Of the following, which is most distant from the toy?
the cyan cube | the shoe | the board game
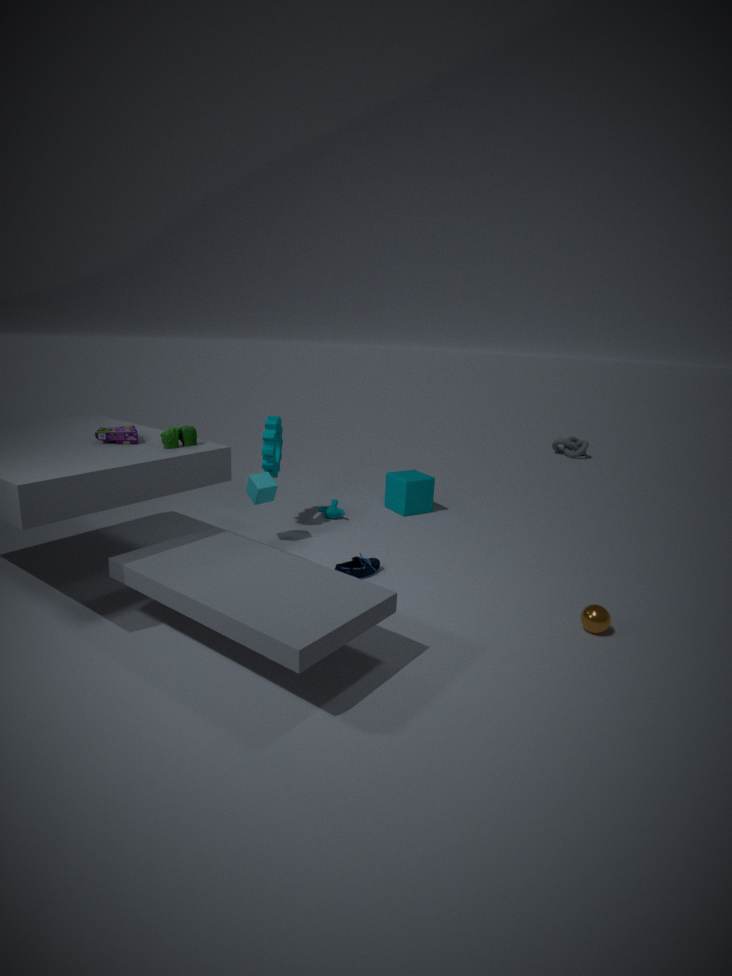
the shoe
